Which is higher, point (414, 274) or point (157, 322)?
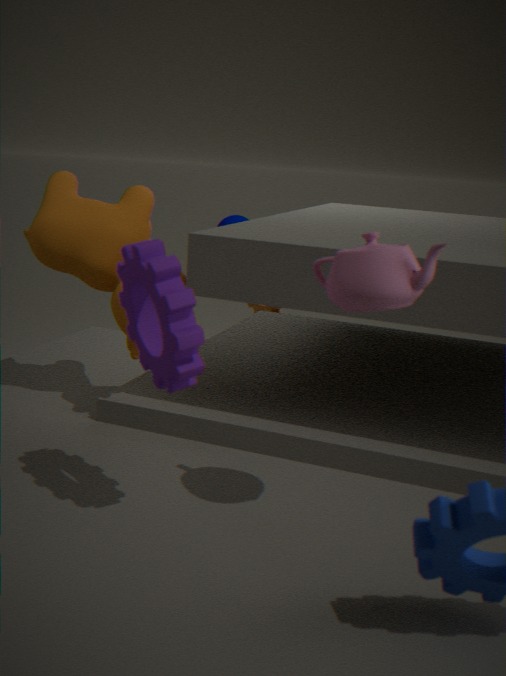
point (414, 274)
